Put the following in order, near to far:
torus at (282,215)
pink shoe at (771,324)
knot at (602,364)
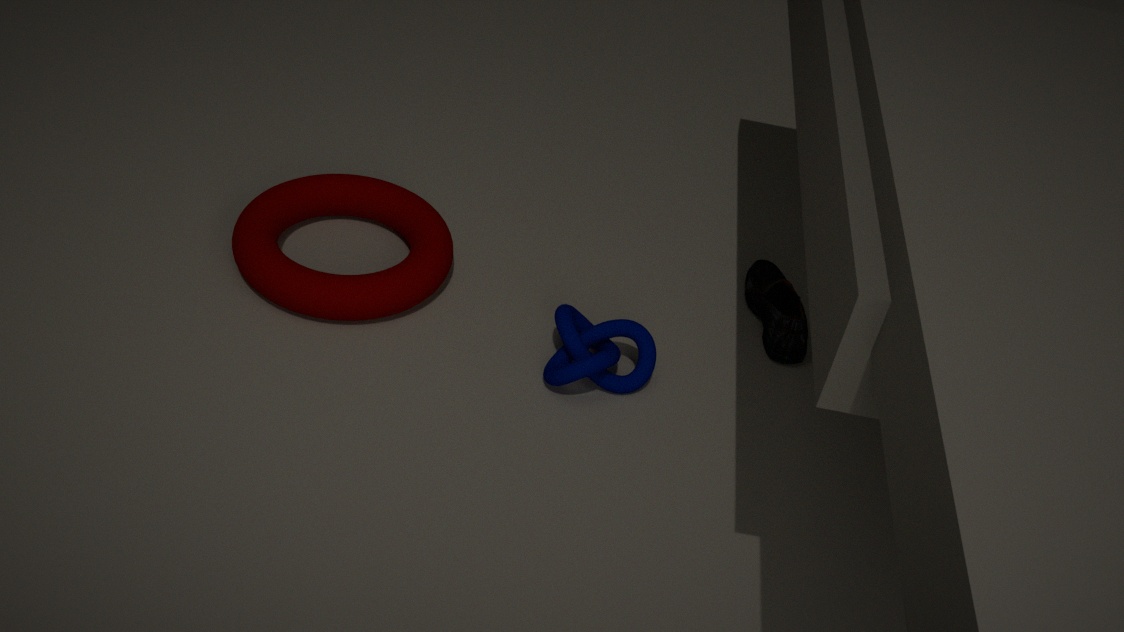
knot at (602,364), torus at (282,215), pink shoe at (771,324)
